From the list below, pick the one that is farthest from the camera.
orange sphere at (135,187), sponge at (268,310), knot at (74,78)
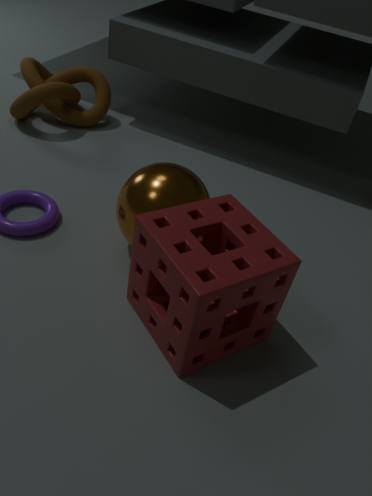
knot at (74,78)
